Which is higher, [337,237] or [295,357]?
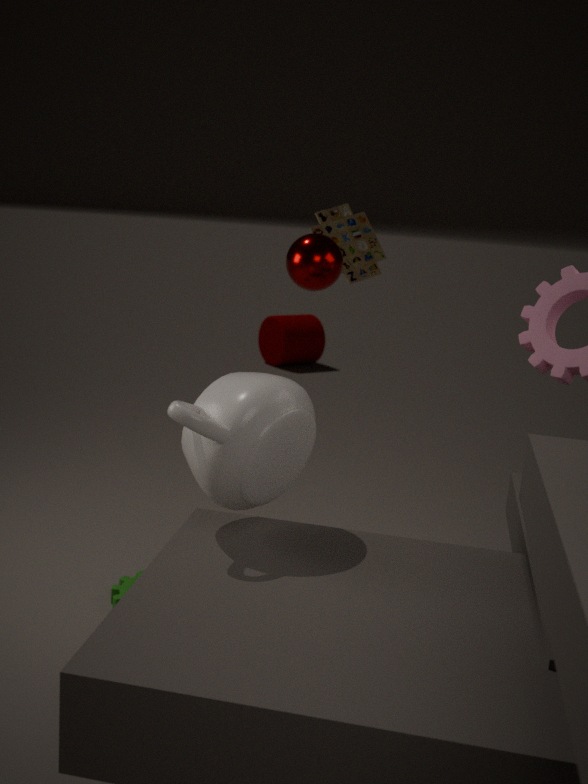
[337,237]
